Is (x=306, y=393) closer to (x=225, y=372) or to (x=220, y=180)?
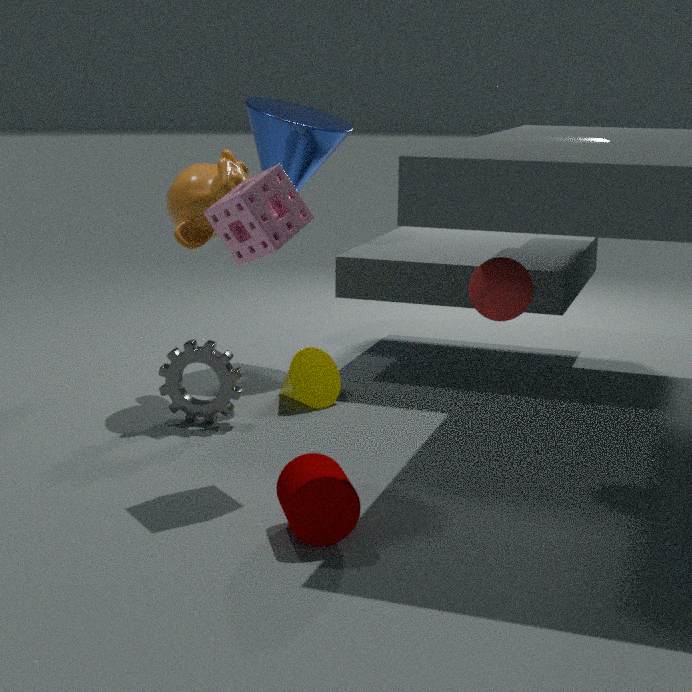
(x=225, y=372)
